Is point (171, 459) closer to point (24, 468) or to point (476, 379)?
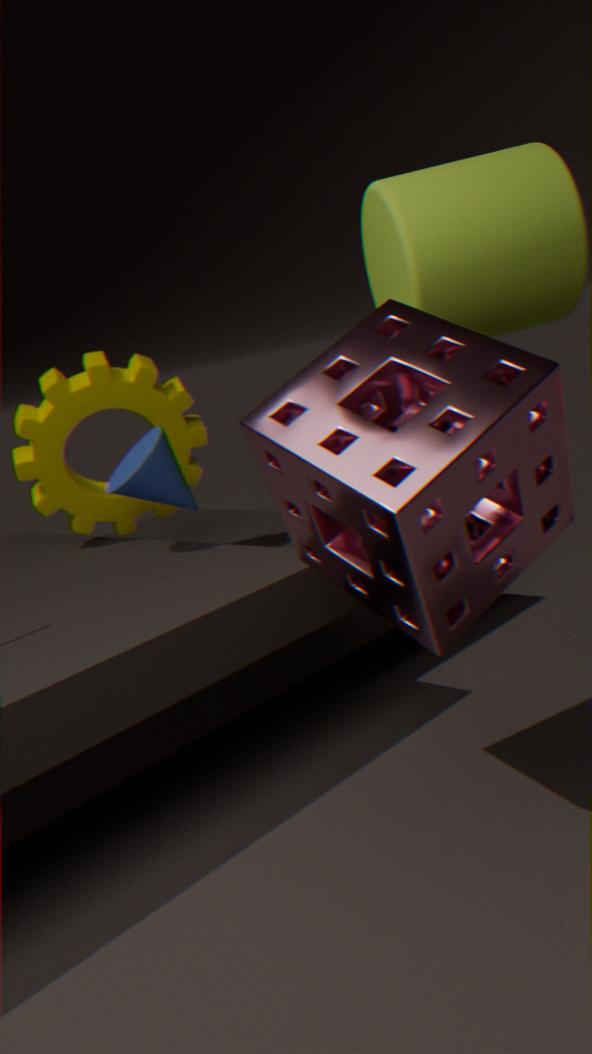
point (24, 468)
